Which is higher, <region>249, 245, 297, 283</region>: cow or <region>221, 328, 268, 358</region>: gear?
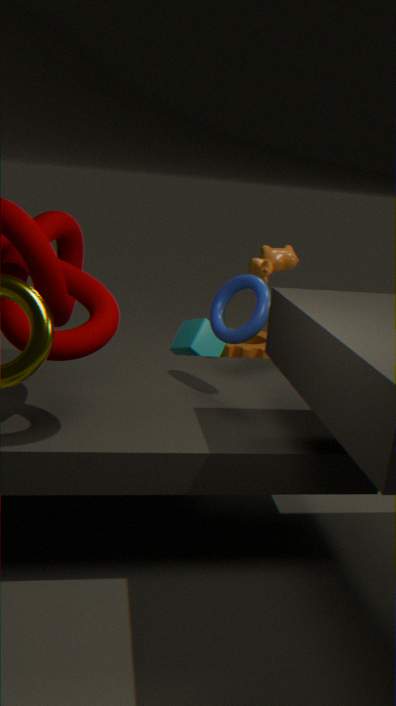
<region>249, 245, 297, 283</region>: cow
